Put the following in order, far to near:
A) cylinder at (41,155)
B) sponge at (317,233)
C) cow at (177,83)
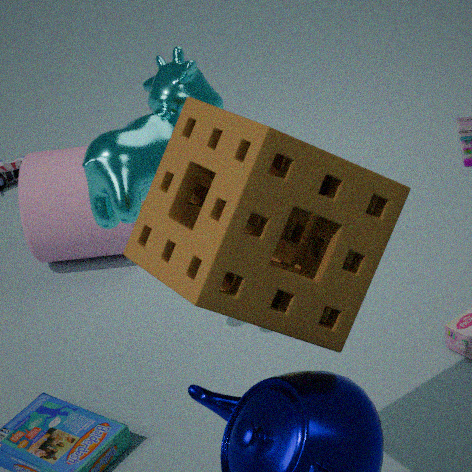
cylinder at (41,155), cow at (177,83), sponge at (317,233)
